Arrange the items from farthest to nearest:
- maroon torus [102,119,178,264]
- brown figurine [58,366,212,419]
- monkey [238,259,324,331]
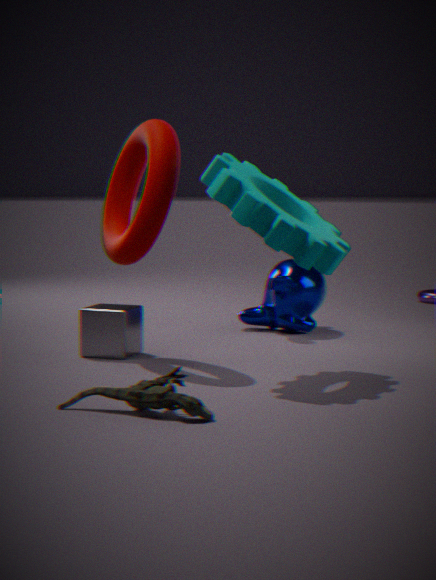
monkey [238,259,324,331], maroon torus [102,119,178,264], brown figurine [58,366,212,419]
